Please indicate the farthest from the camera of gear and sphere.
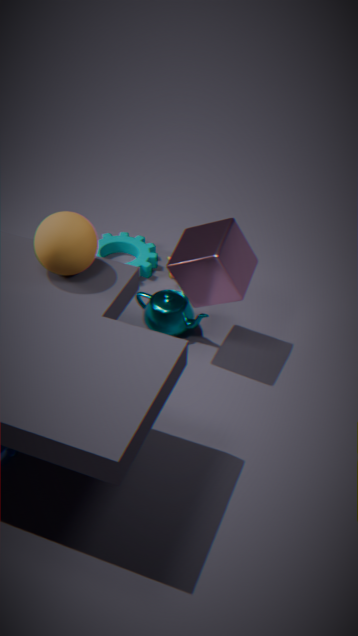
gear
